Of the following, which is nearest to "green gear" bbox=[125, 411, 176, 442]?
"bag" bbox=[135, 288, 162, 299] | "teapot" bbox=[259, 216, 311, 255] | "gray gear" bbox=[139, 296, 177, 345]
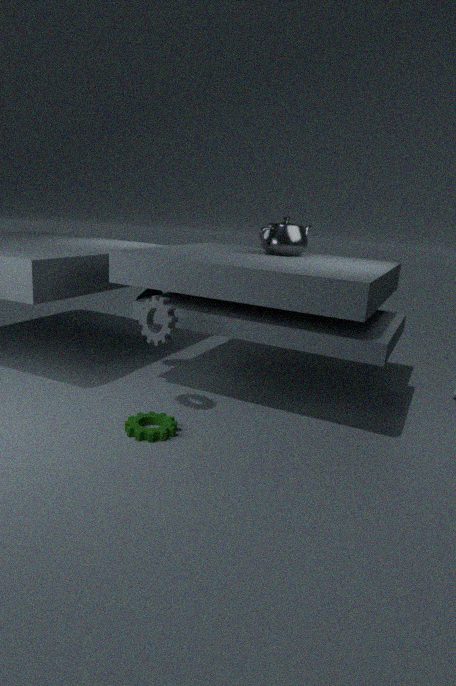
"gray gear" bbox=[139, 296, 177, 345]
